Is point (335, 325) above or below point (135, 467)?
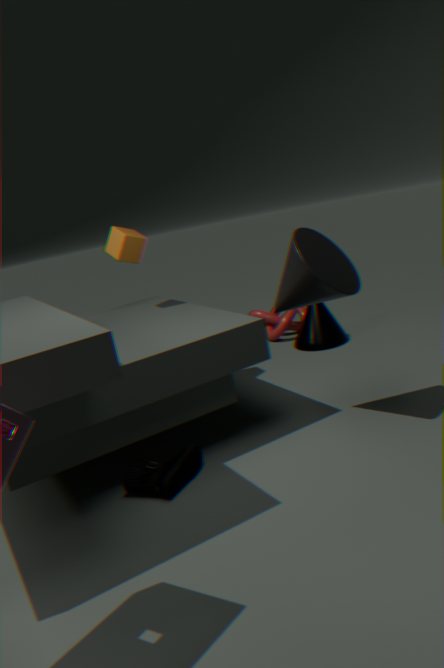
above
